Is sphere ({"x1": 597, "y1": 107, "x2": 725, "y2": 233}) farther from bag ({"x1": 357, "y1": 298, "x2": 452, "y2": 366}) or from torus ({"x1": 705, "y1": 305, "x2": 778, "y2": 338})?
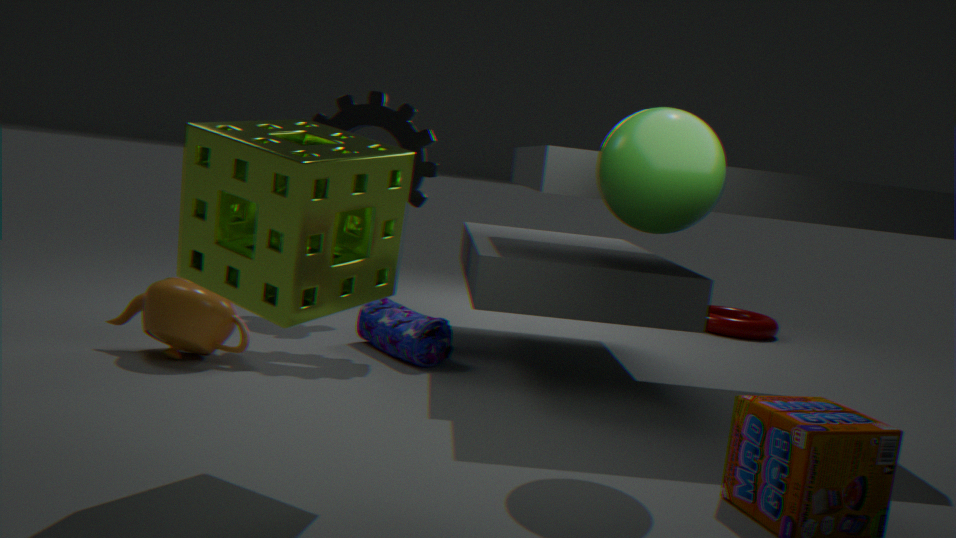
torus ({"x1": 705, "y1": 305, "x2": 778, "y2": 338})
